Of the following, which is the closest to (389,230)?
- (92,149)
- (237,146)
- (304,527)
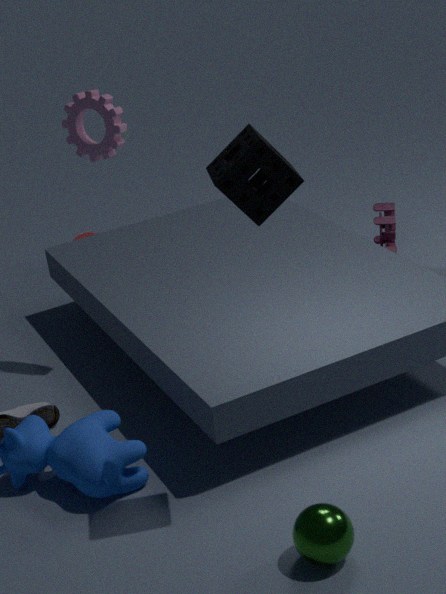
(92,149)
